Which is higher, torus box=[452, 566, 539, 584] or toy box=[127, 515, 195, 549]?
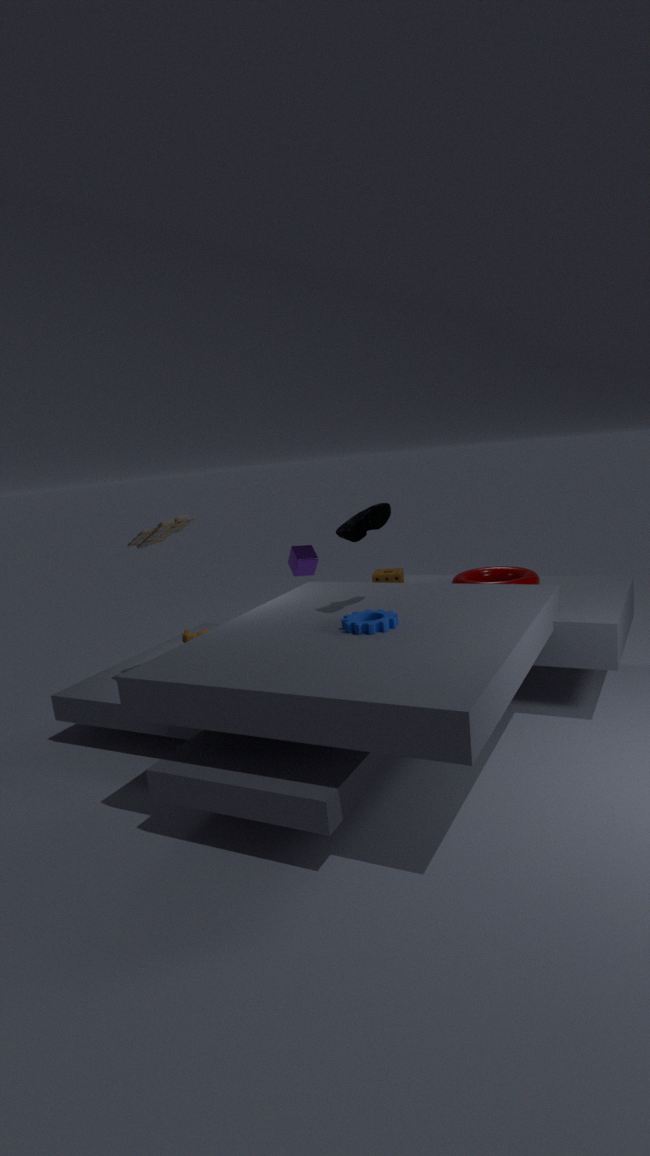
toy box=[127, 515, 195, 549]
